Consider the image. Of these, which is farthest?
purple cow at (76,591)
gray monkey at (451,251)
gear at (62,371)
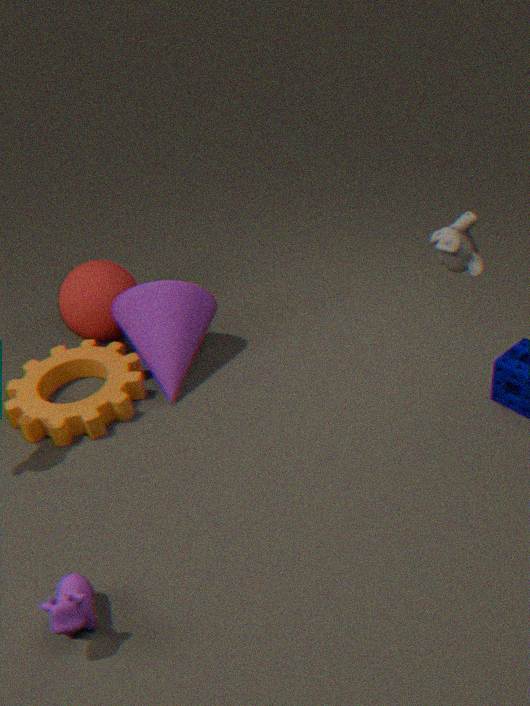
gear at (62,371)
